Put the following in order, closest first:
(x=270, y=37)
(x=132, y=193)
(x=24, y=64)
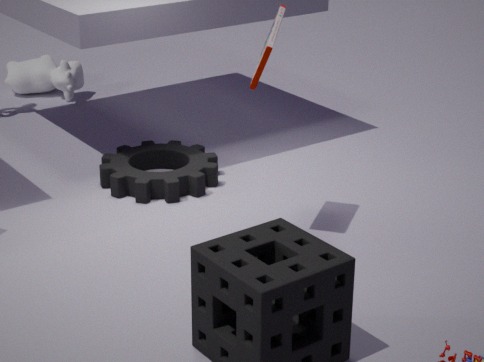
(x=270, y=37), (x=132, y=193), (x=24, y=64)
